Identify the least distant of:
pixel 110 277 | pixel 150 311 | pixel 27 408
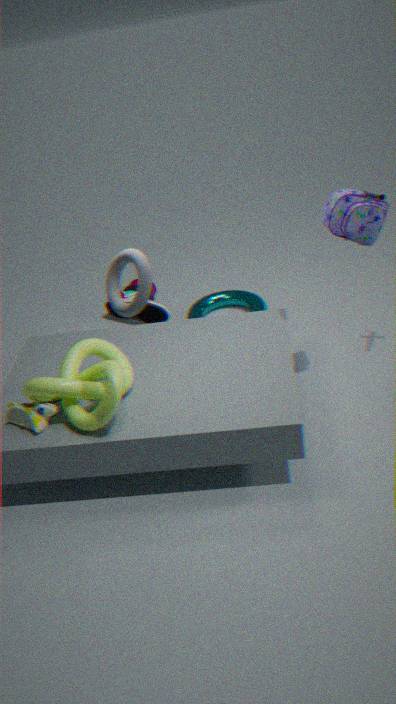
pixel 110 277
